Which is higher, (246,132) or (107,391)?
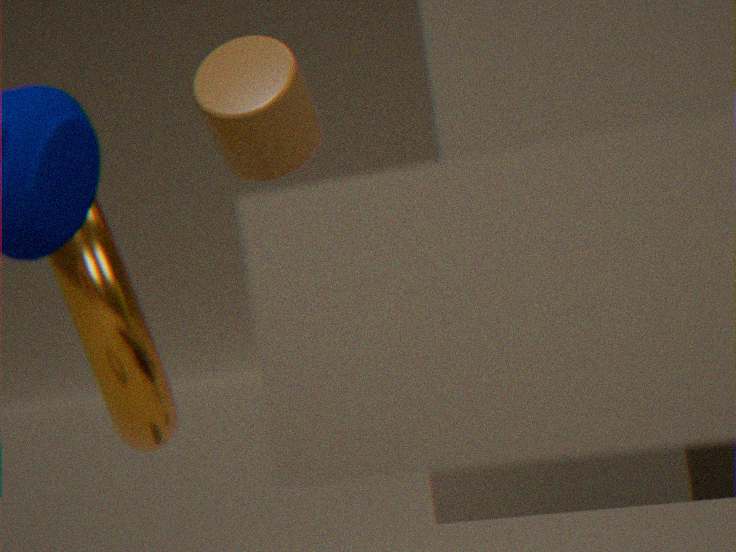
(246,132)
